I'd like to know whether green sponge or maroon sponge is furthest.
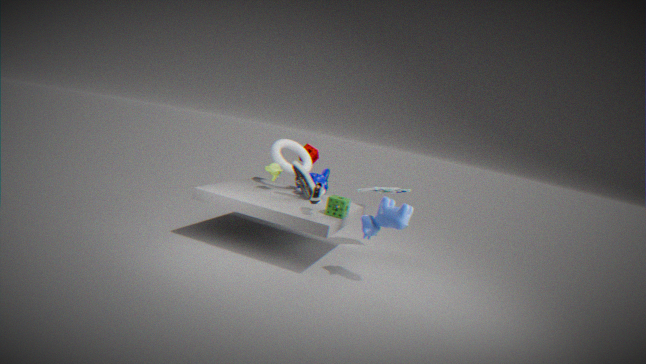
maroon sponge
